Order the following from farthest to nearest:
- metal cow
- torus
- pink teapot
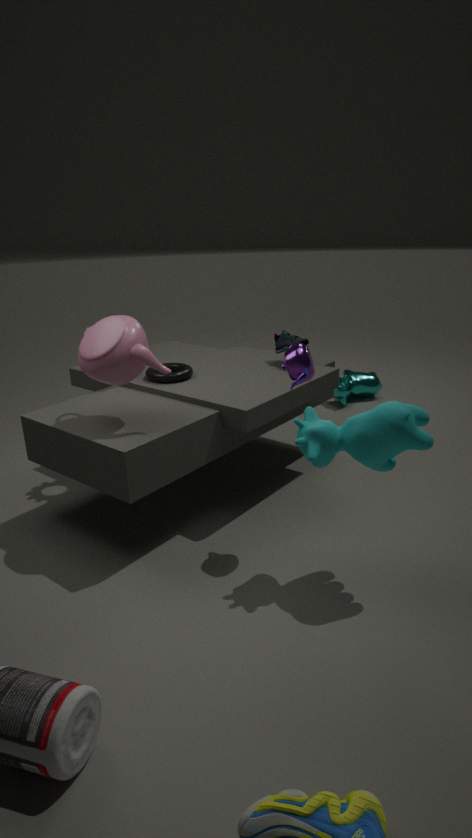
metal cow
torus
pink teapot
